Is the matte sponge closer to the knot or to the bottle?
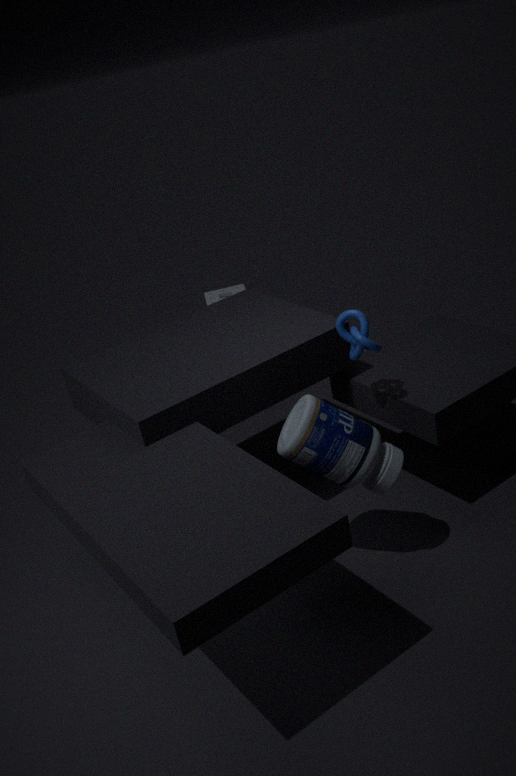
the knot
